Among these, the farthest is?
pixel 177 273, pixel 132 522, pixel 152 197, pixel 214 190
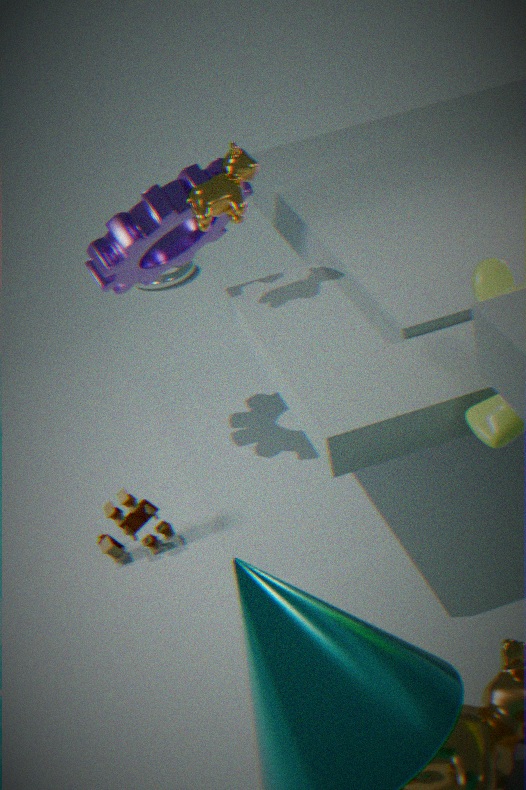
pixel 177 273
